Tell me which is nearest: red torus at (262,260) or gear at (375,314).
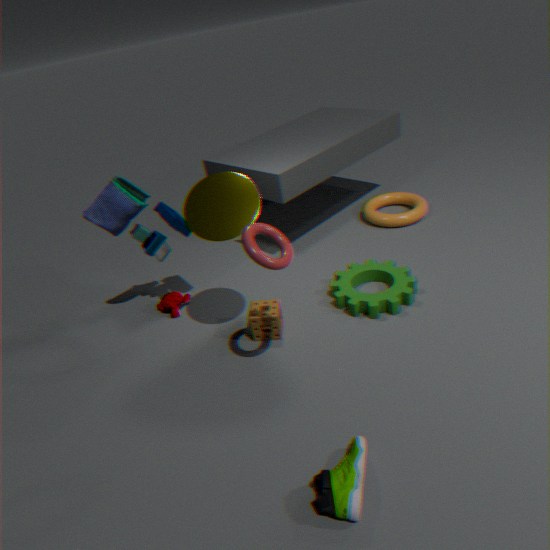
red torus at (262,260)
